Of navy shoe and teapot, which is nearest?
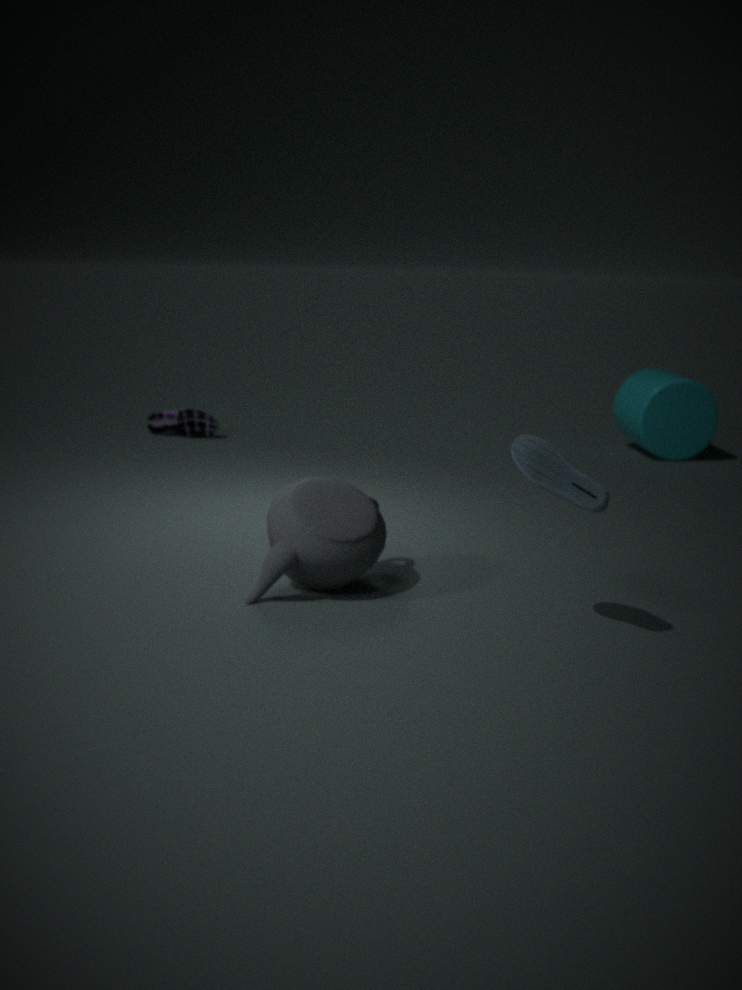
teapot
